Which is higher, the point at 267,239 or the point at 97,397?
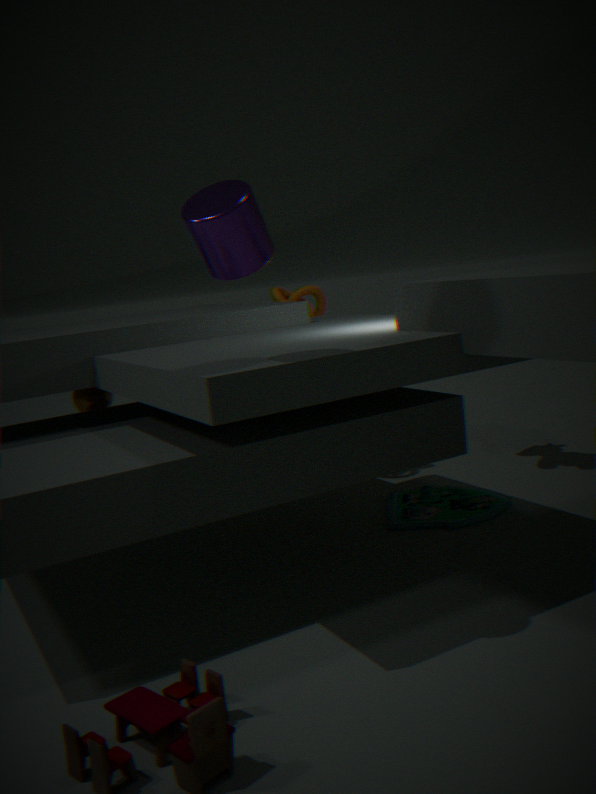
the point at 267,239
